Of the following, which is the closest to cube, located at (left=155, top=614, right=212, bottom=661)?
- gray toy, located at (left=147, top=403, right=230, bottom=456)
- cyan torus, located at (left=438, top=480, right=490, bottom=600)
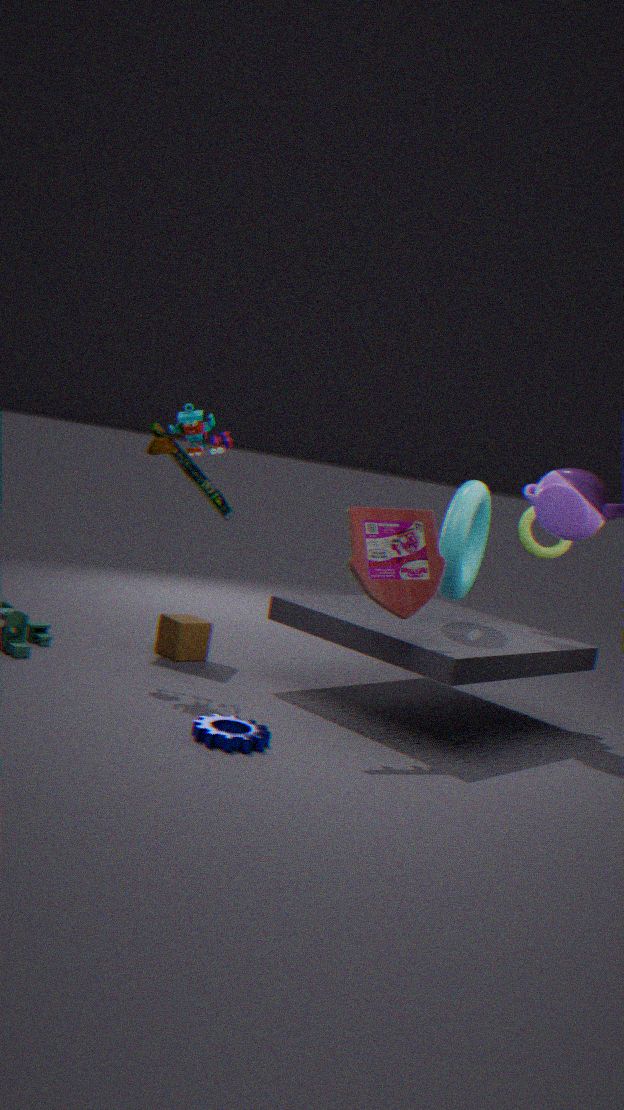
gray toy, located at (left=147, top=403, right=230, bottom=456)
